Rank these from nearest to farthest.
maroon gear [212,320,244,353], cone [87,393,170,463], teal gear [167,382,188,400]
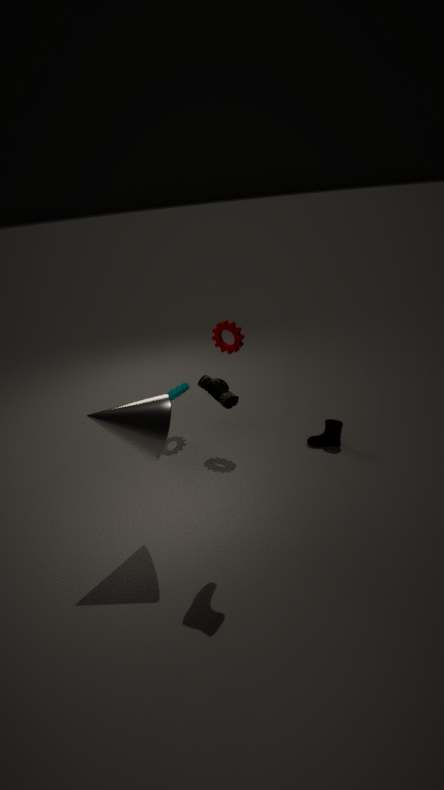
Result: cone [87,393,170,463]
maroon gear [212,320,244,353]
teal gear [167,382,188,400]
